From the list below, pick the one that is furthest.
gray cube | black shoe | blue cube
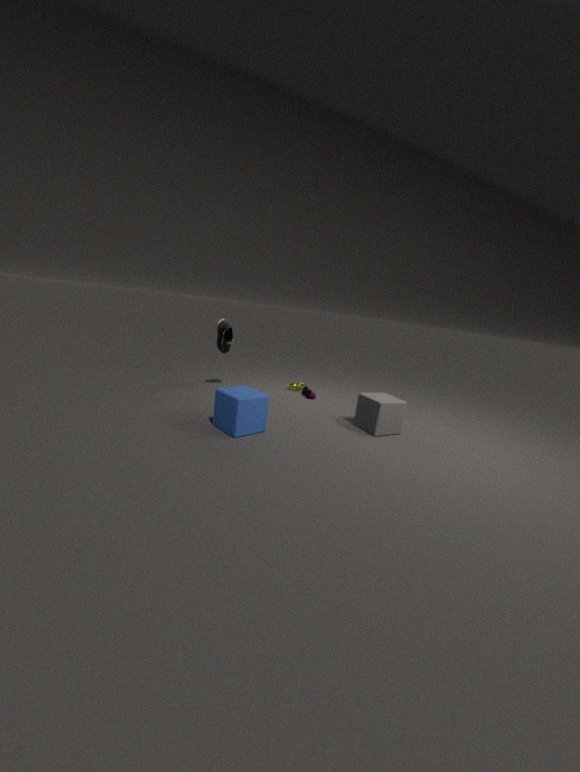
black shoe
